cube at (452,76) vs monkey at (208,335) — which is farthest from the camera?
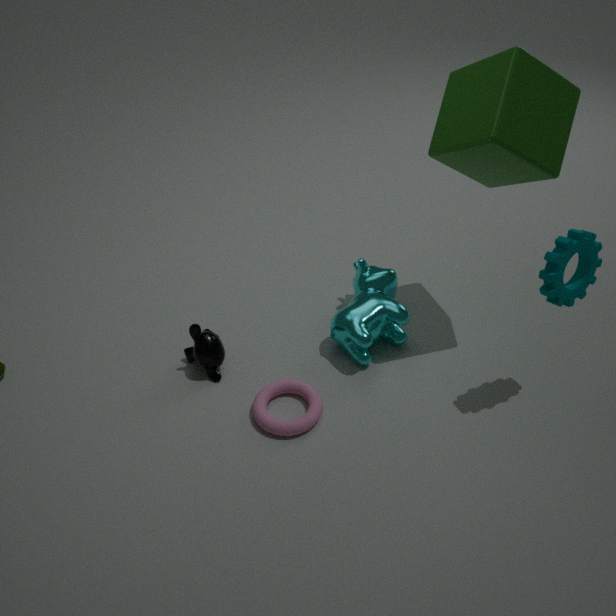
monkey at (208,335)
